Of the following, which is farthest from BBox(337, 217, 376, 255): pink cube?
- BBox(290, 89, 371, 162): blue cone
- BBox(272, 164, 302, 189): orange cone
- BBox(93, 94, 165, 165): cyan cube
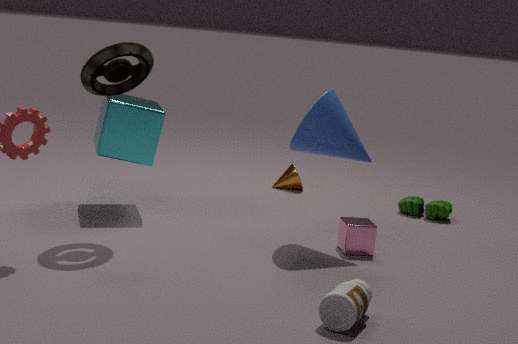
BBox(272, 164, 302, 189): orange cone
